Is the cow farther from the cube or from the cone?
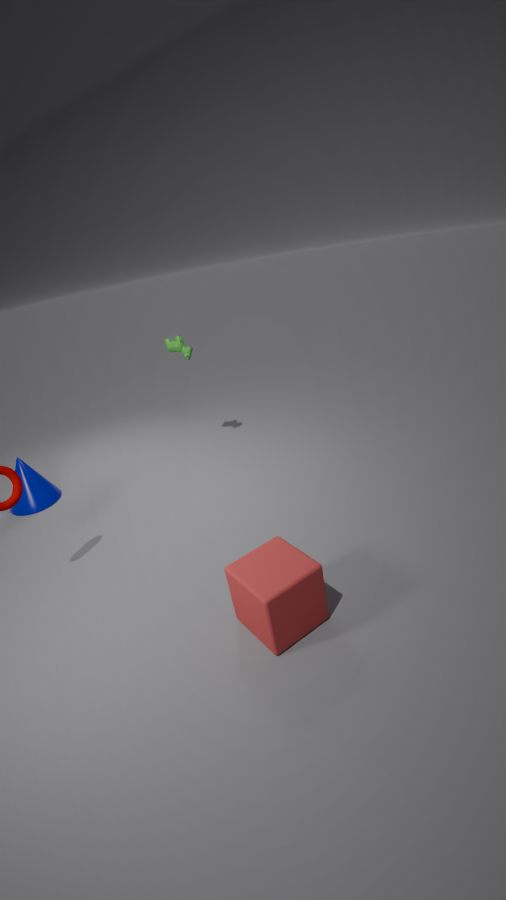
the cube
